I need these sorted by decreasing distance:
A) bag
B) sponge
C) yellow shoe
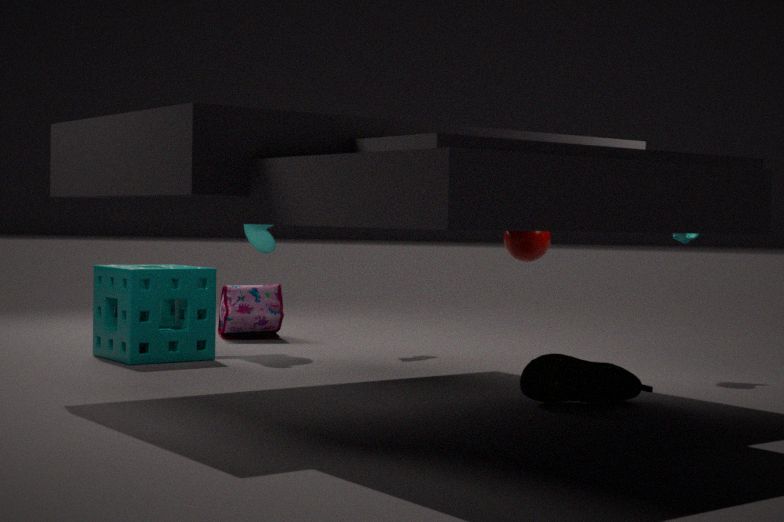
bag, sponge, yellow shoe
